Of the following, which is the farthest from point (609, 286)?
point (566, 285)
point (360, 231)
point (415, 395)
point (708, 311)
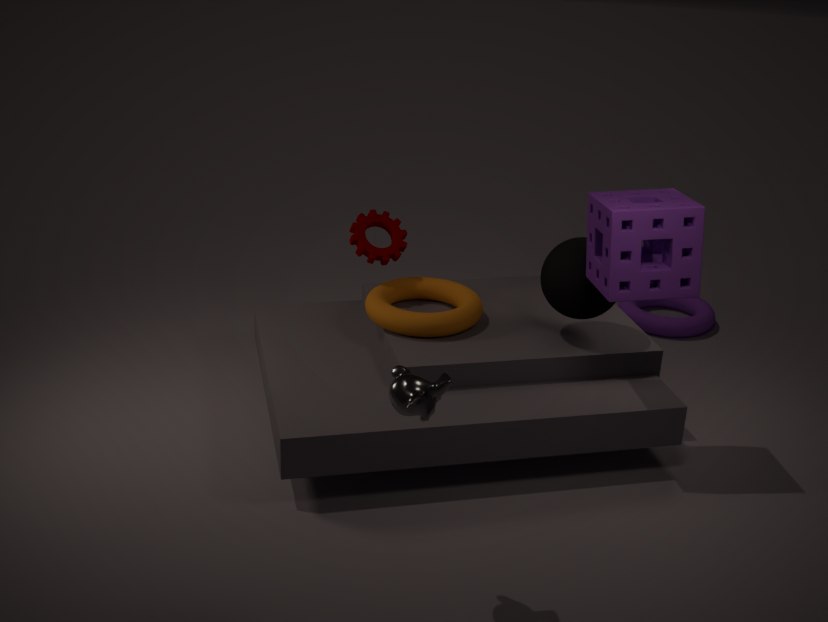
point (708, 311)
